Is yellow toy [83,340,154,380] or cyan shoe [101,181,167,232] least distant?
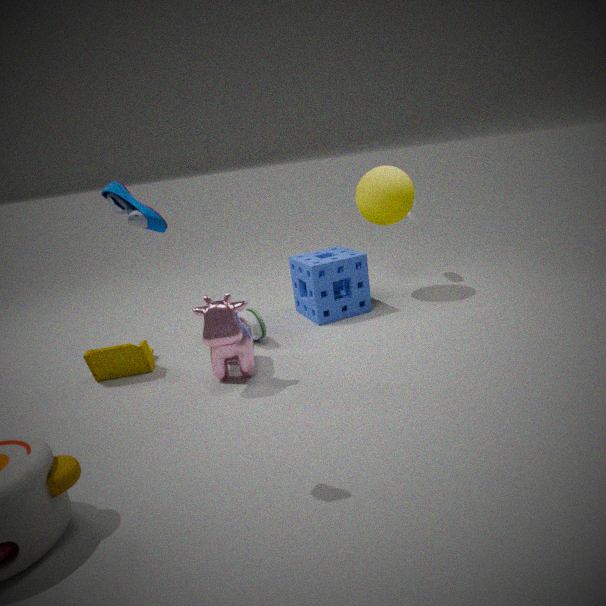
cyan shoe [101,181,167,232]
